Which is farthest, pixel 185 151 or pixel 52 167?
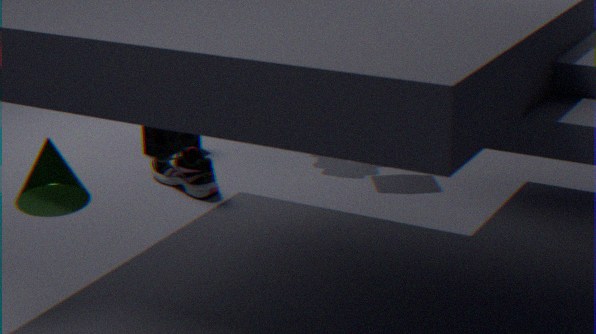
pixel 185 151
